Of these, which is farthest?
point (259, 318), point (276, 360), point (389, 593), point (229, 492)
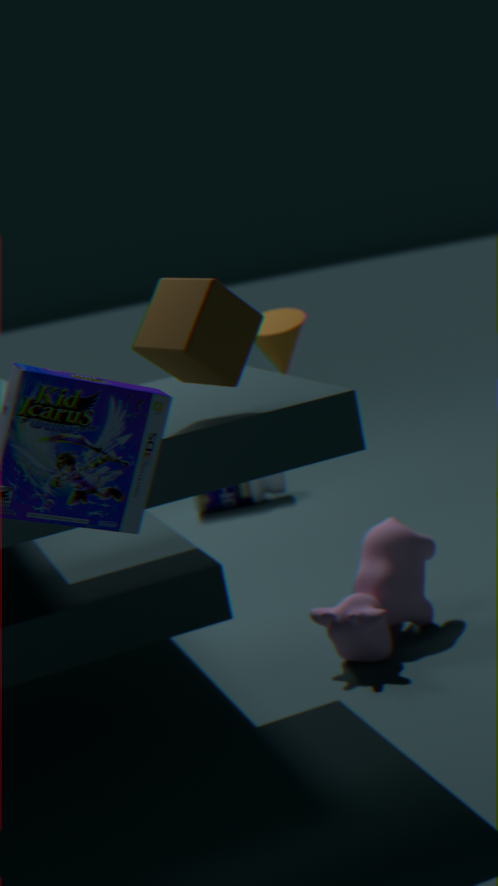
point (229, 492)
